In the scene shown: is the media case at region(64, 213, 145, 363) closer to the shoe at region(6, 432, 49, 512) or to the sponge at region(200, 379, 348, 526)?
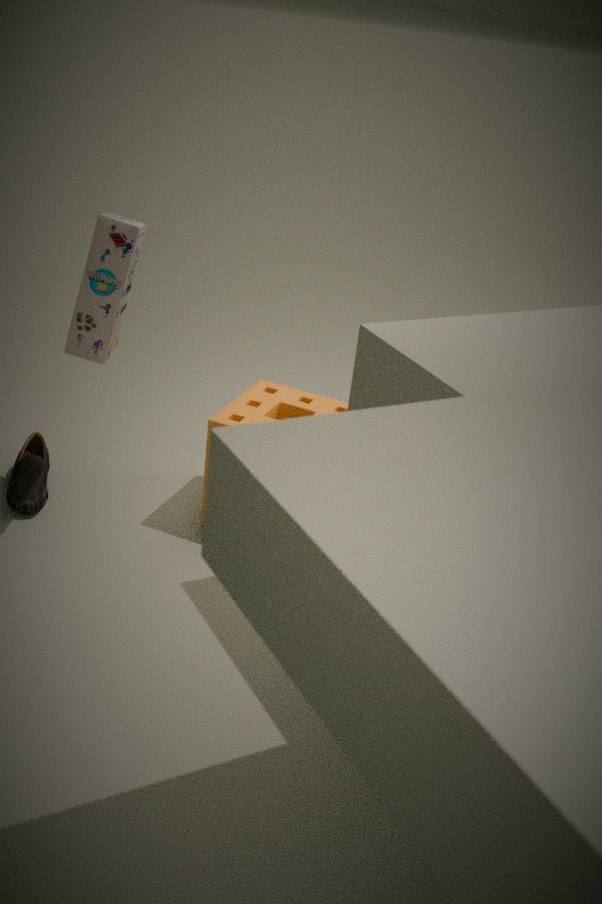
the sponge at region(200, 379, 348, 526)
